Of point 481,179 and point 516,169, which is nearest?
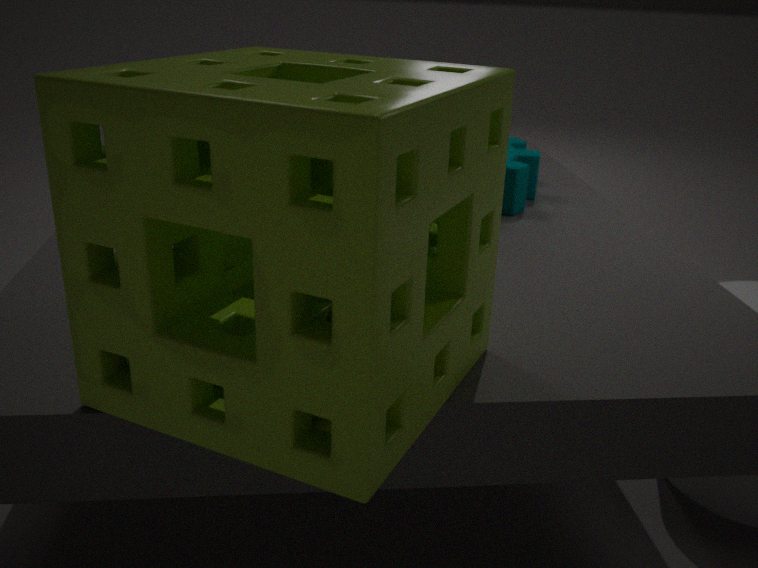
point 481,179
